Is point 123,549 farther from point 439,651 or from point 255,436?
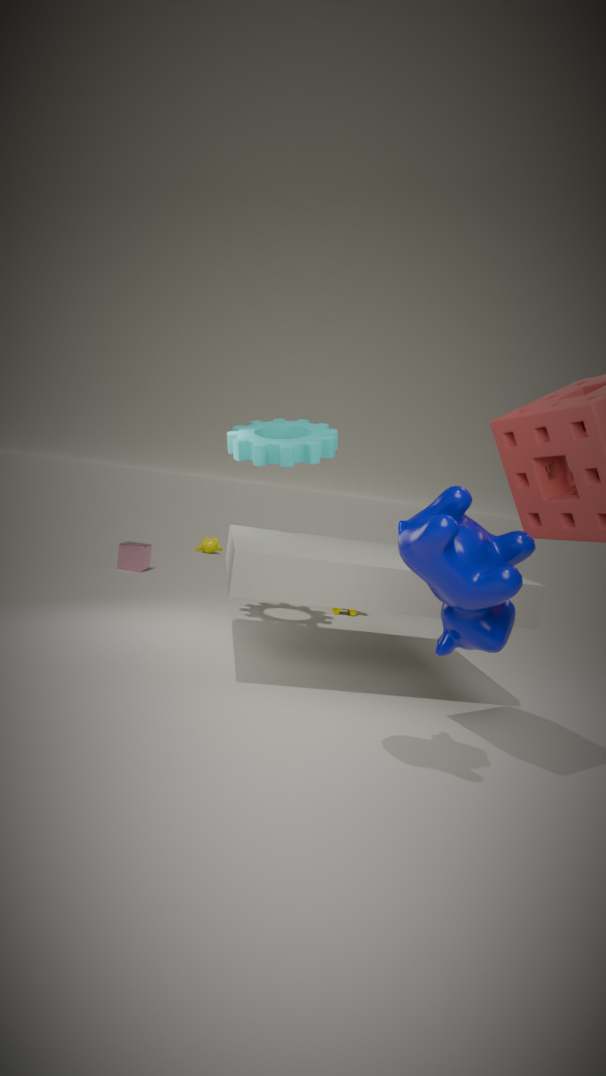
point 439,651
